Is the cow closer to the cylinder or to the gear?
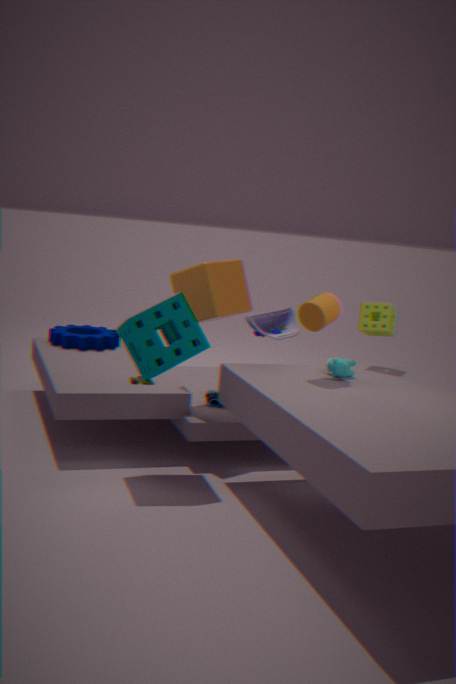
the cylinder
